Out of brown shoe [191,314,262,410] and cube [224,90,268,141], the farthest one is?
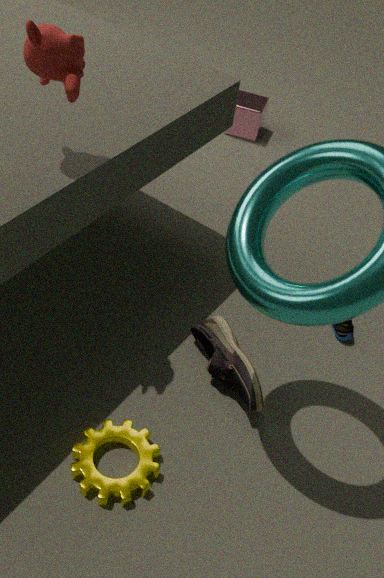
cube [224,90,268,141]
